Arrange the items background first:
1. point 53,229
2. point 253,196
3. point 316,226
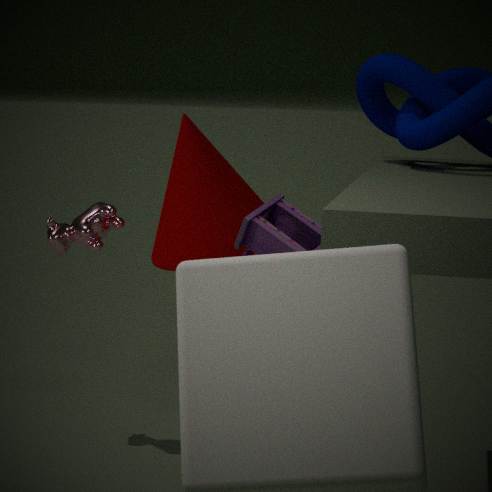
point 53,229, point 253,196, point 316,226
